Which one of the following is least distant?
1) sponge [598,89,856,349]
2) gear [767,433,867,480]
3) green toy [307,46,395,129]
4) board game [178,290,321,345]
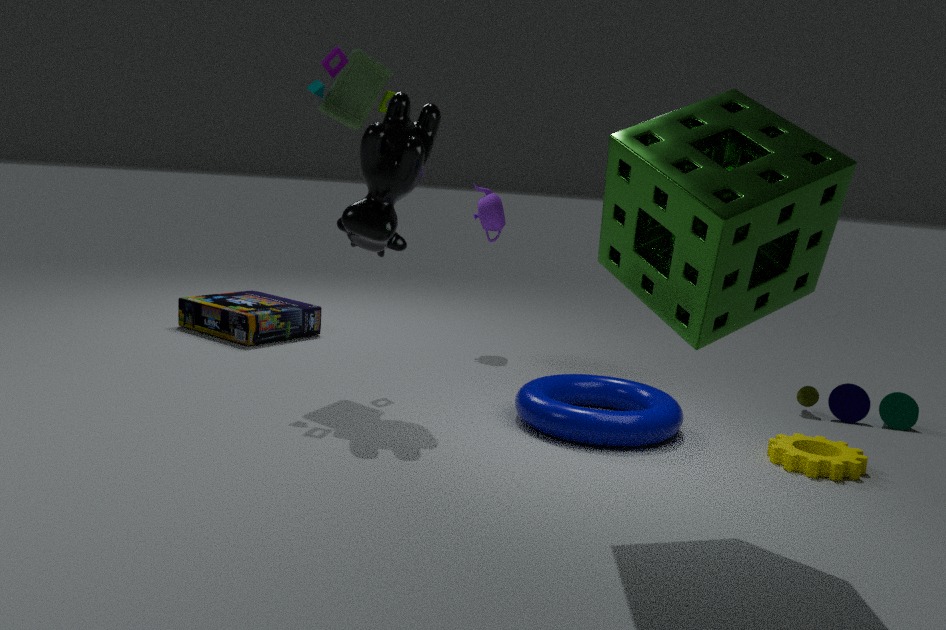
1. sponge [598,89,856,349]
